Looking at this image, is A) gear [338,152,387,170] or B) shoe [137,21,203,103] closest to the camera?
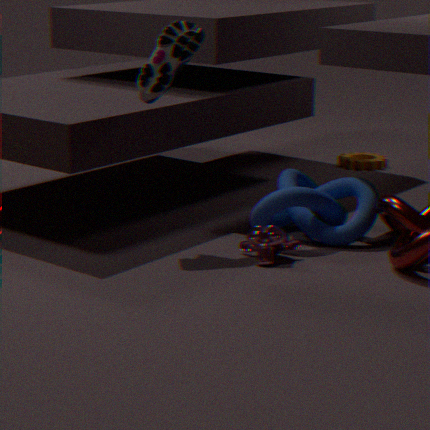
B. shoe [137,21,203,103]
